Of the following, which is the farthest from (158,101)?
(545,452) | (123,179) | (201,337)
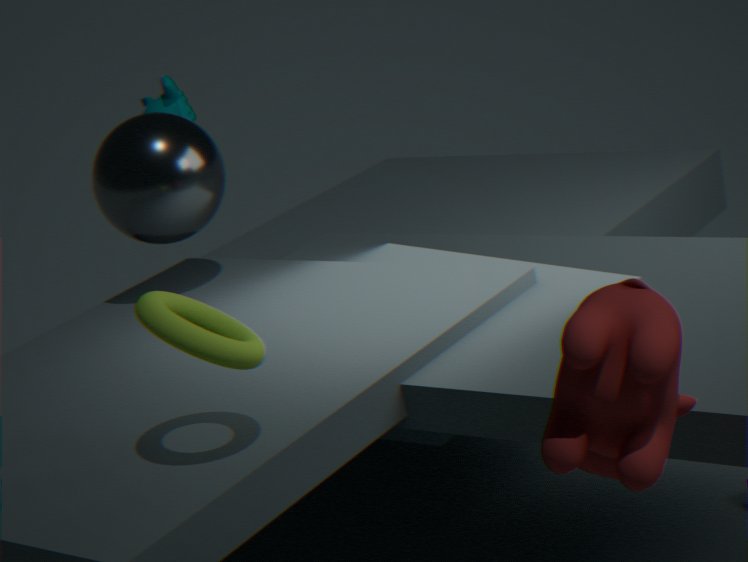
(545,452)
